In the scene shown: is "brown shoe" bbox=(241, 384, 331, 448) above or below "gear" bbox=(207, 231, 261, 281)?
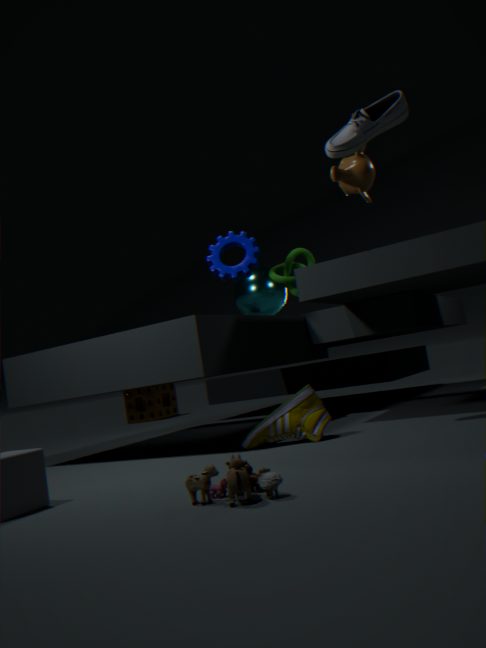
below
